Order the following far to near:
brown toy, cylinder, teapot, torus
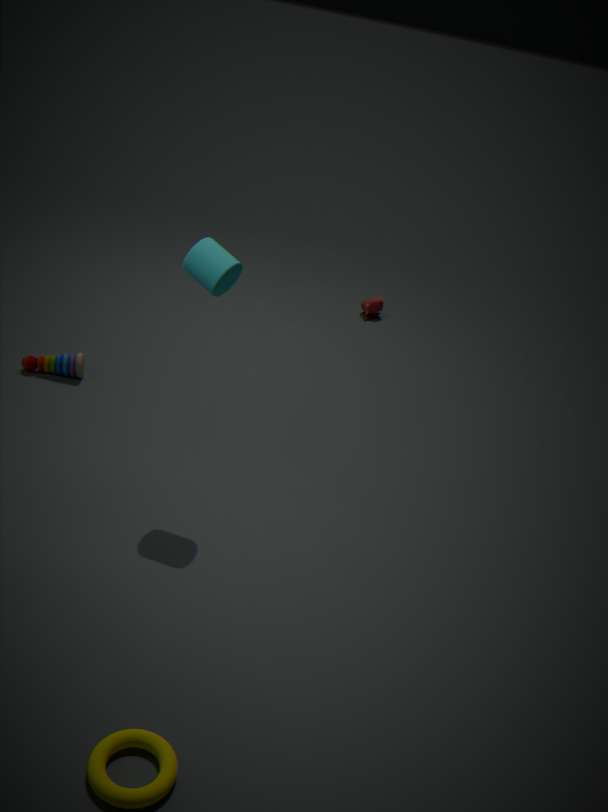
teapot
brown toy
cylinder
torus
